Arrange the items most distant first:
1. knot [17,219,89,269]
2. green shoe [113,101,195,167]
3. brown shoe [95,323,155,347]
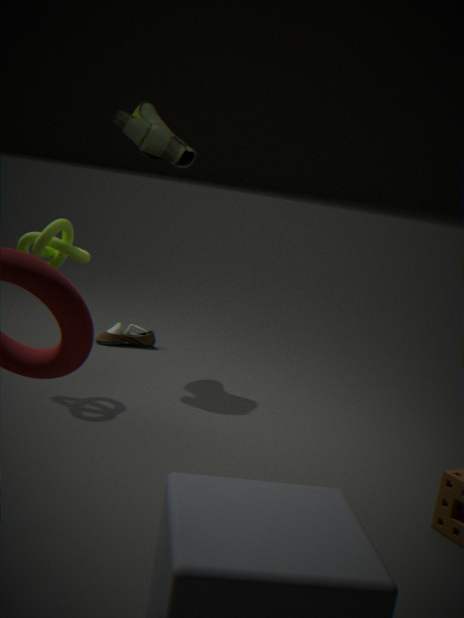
1. brown shoe [95,323,155,347]
2. green shoe [113,101,195,167]
3. knot [17,219,89,269]
